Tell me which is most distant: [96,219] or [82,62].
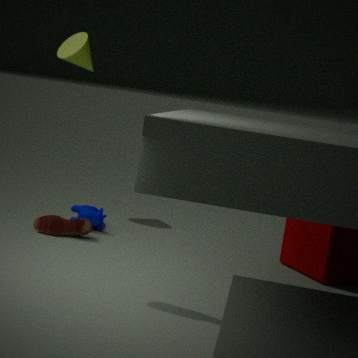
[82,62]
